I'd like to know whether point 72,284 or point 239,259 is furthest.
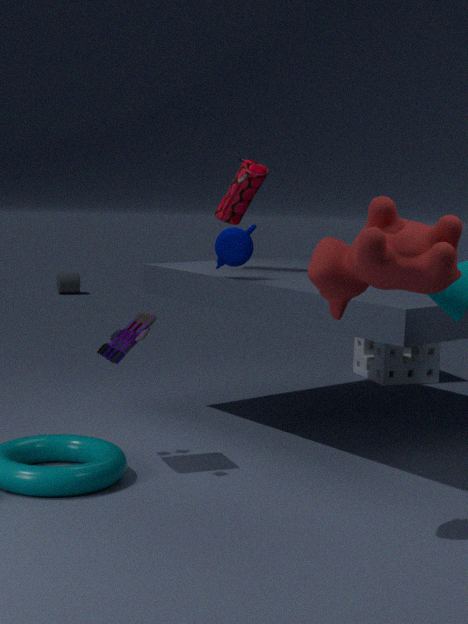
point 72,284
